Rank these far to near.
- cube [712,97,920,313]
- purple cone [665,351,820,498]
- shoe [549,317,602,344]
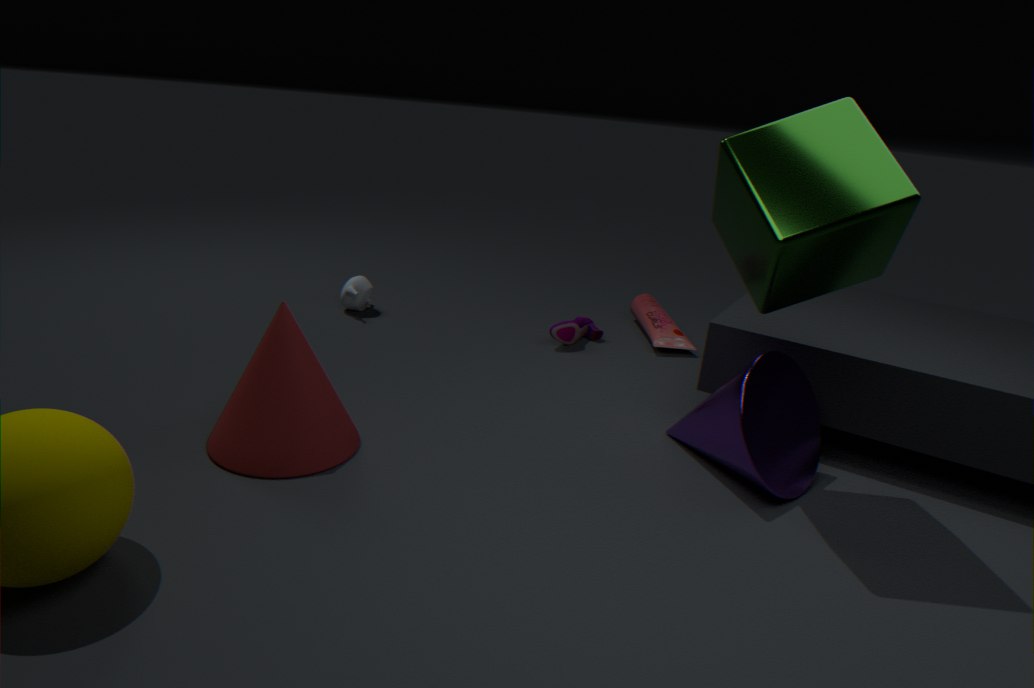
1. shoe [549,317,602,344]
2. purple cone [665,351,820,498]
3. cube [712,97,920,313]
